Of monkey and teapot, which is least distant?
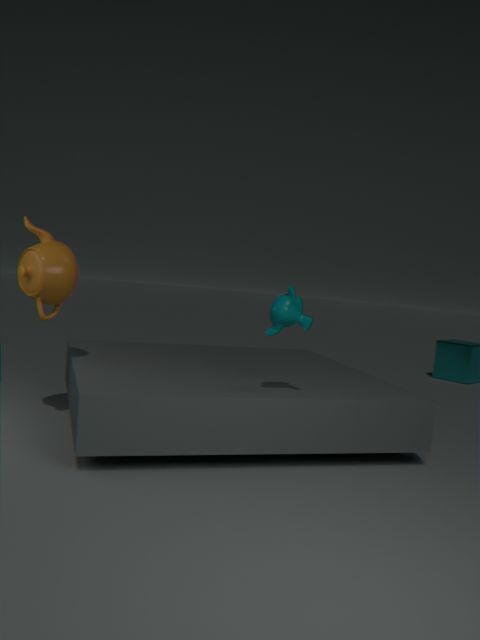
monkey
